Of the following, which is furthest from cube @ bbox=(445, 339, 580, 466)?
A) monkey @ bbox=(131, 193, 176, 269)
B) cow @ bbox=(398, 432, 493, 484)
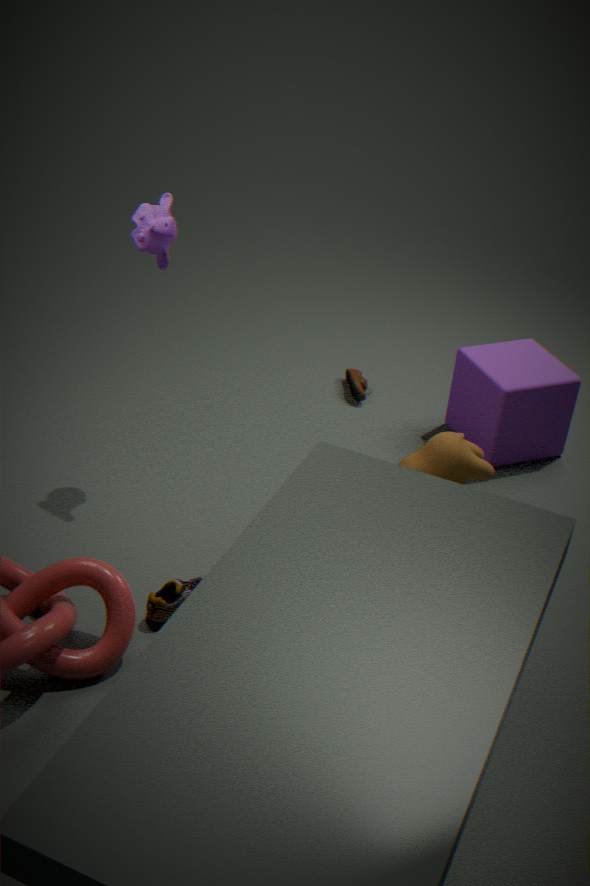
monkey @ bbox=(131, 193, 176, 269)
